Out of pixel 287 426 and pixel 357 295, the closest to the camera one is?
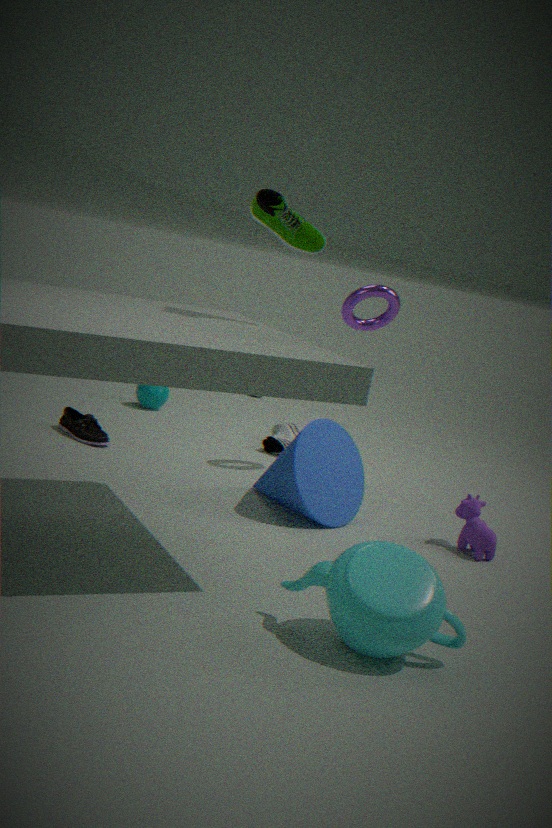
pixel 357 295
